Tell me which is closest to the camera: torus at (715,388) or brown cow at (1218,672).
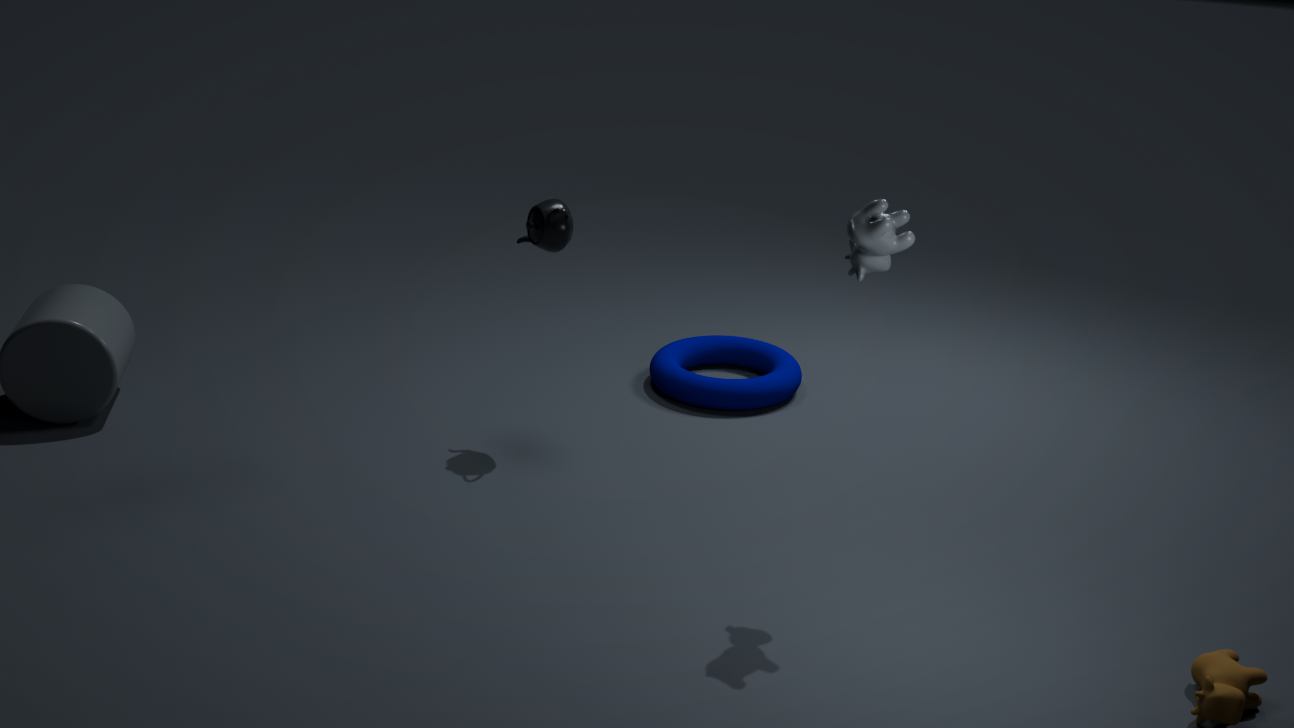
brown cow at (1218,672)
